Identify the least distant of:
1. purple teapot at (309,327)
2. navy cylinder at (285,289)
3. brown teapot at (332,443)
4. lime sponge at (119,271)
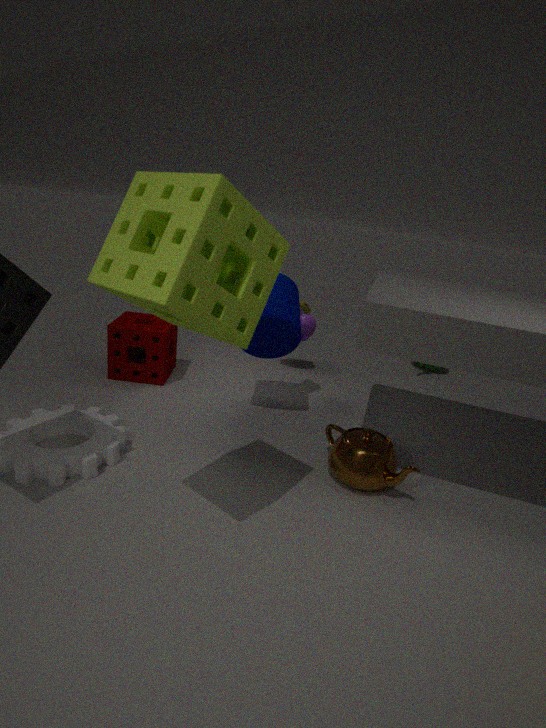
lime sponge at (119,271)
